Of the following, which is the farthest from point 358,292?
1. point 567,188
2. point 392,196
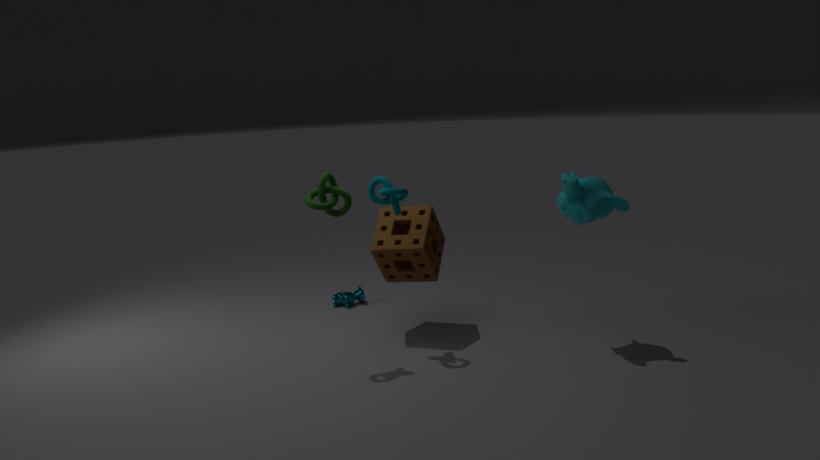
point 567,188
